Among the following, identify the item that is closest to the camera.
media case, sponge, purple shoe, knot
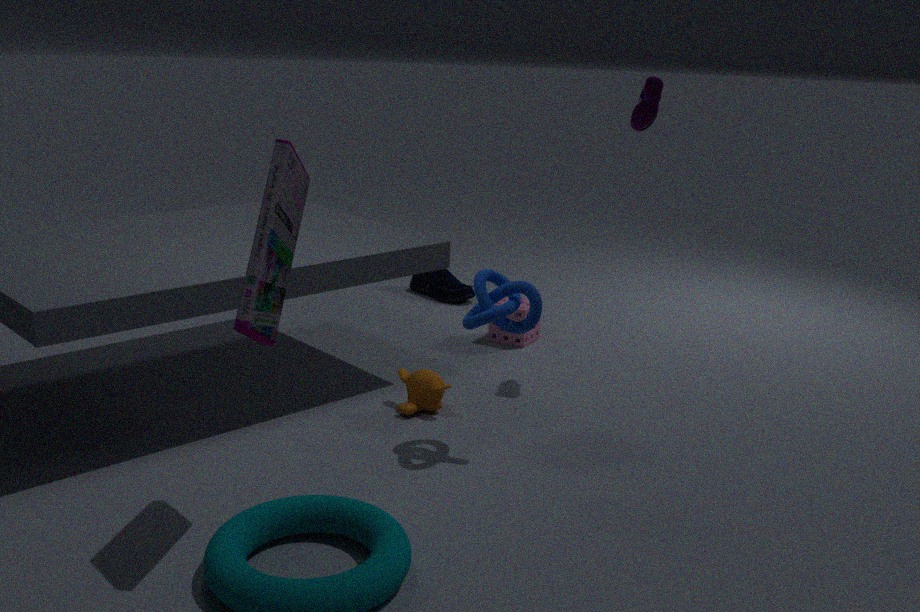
media case
